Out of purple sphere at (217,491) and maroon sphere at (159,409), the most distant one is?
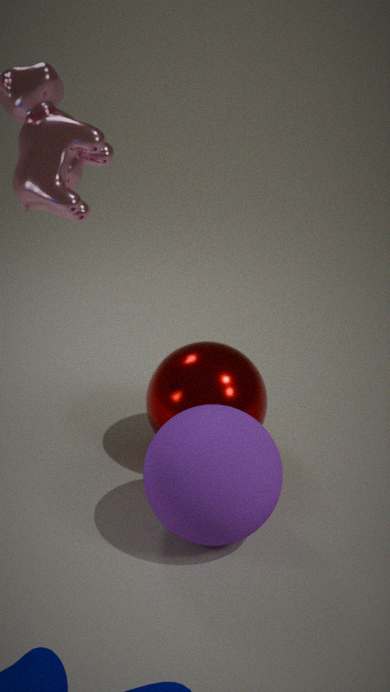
maroon sphere at (159,409)
